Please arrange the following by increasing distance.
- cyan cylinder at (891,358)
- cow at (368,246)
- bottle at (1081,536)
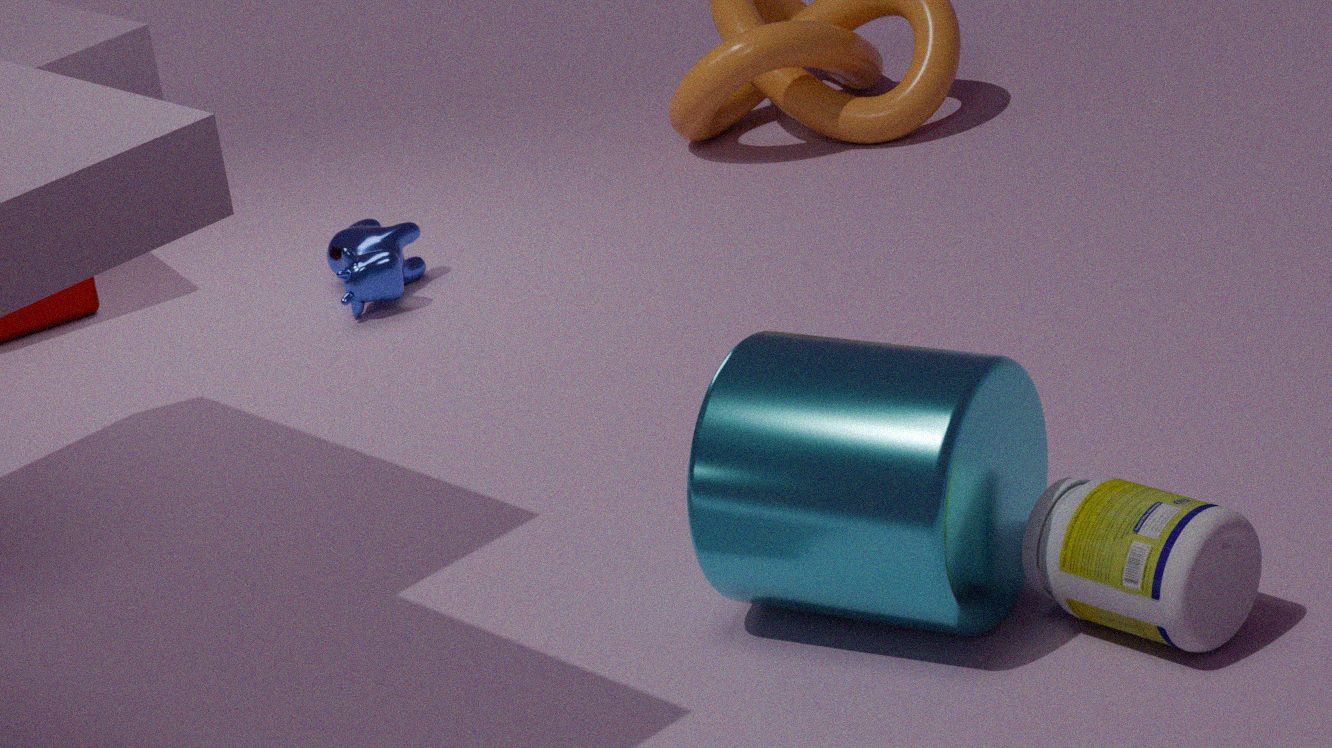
bottle at (1081,536) → cyan cylinder at (891,358) → cow at (368,246)
